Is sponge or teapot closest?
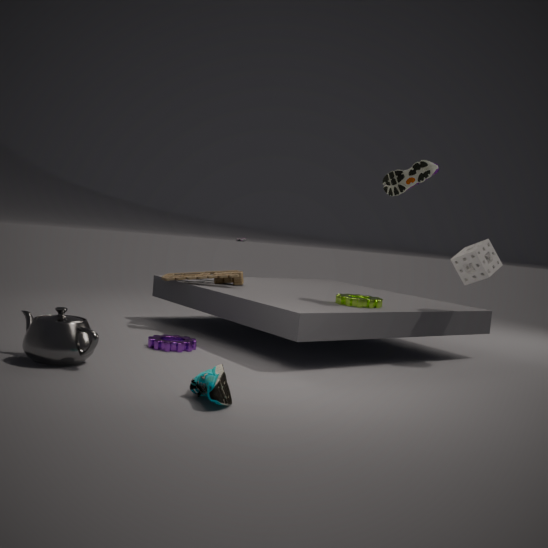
teapot
